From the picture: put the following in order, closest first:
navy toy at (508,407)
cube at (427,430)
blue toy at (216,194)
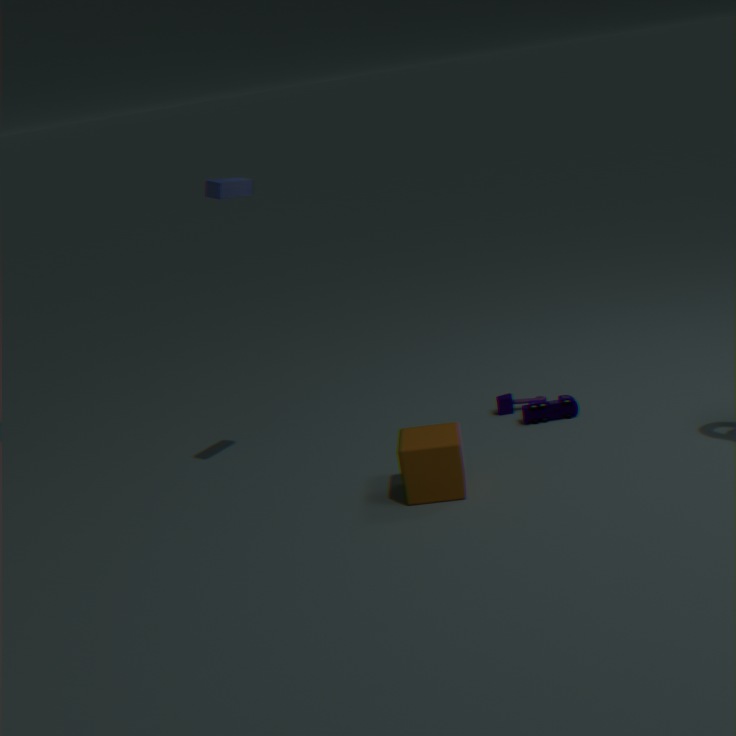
cube at (427,430)
blue toy at (216,194)
navy toy at (508,407)
